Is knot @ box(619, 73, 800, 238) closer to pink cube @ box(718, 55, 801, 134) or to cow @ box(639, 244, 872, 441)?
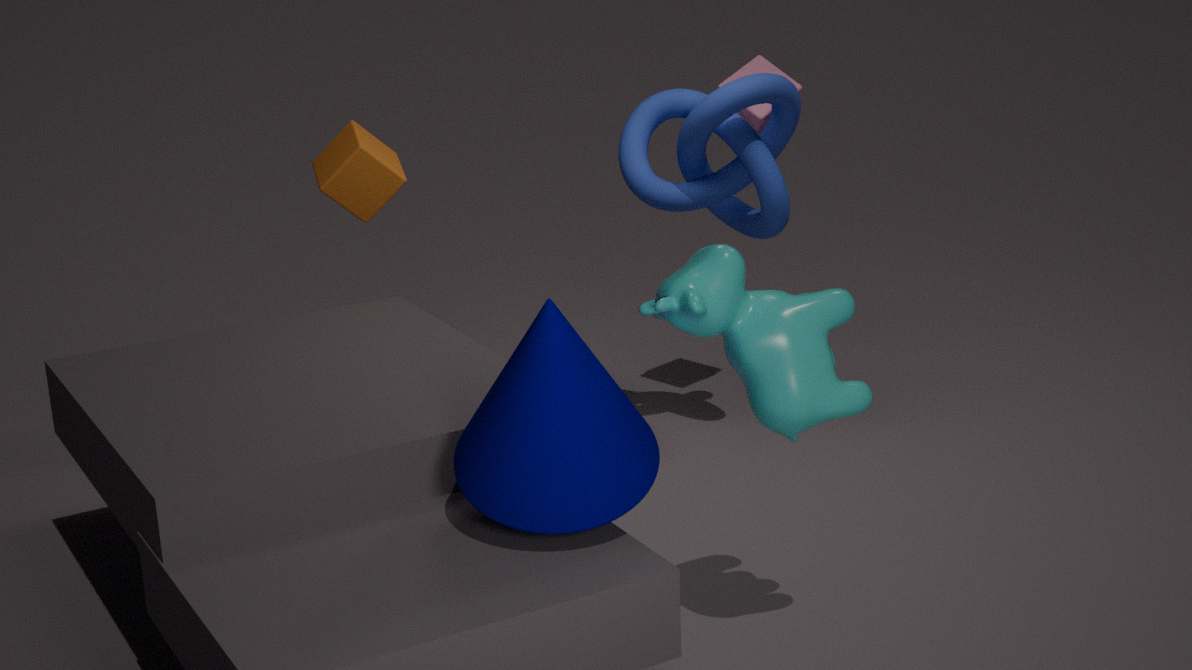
pink cube @ box(718, 55, 801, 134)
